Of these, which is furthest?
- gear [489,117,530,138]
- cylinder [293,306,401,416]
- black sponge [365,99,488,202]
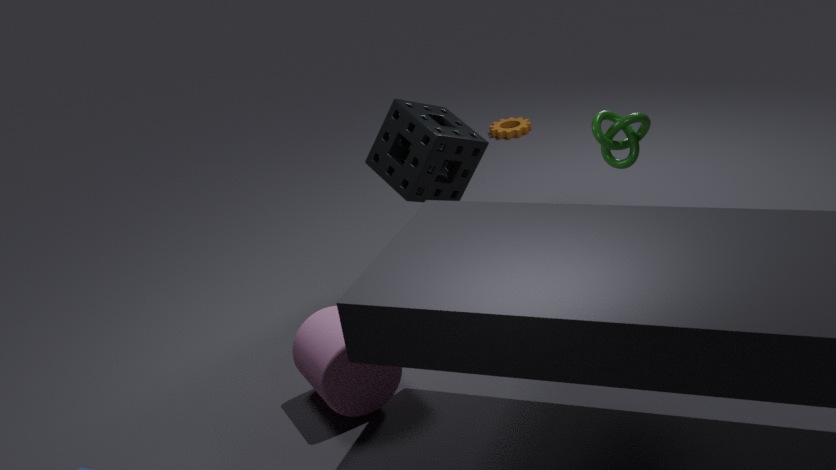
gear [489,117,530,138]
